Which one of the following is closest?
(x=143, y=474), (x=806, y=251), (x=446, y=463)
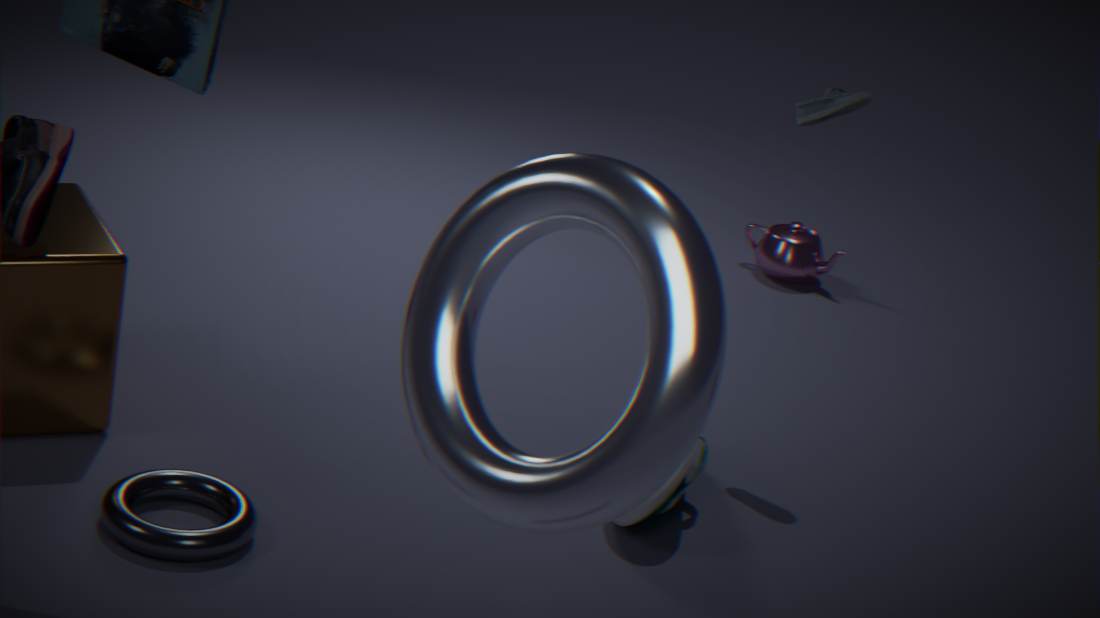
(x=446, y=463)
